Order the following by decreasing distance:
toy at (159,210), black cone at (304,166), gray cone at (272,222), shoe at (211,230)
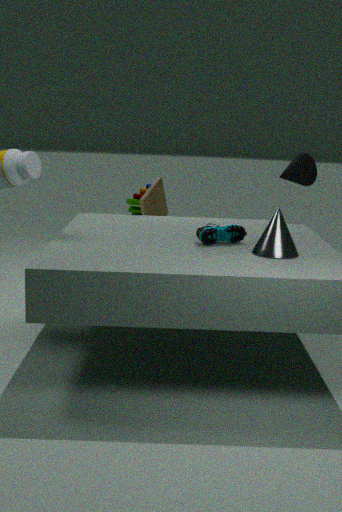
toy at (159,210) → black cone at (304,166) → shoe at (211,230) → gray cone at (272,222)
